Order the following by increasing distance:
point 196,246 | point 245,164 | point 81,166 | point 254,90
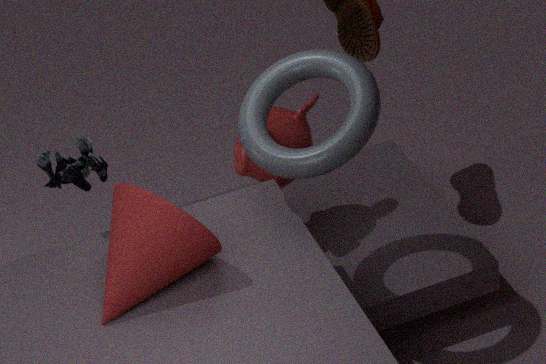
point 196,246
point 81,166
point 254,90
point 245,164
